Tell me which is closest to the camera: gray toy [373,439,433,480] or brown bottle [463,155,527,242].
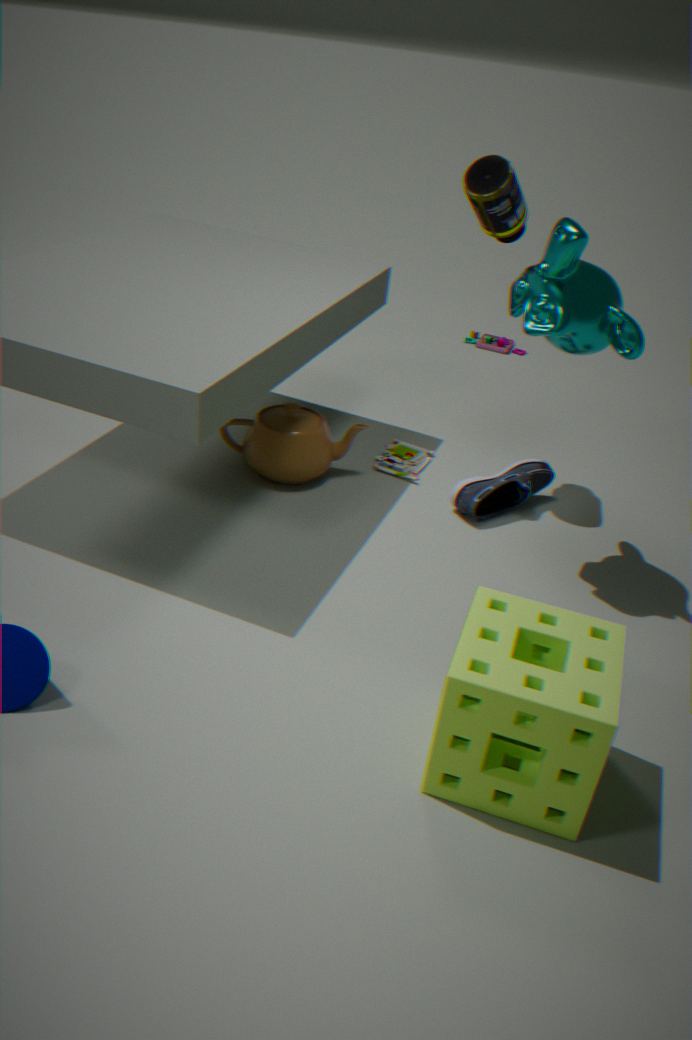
brown bottle [463,155,527,242]
